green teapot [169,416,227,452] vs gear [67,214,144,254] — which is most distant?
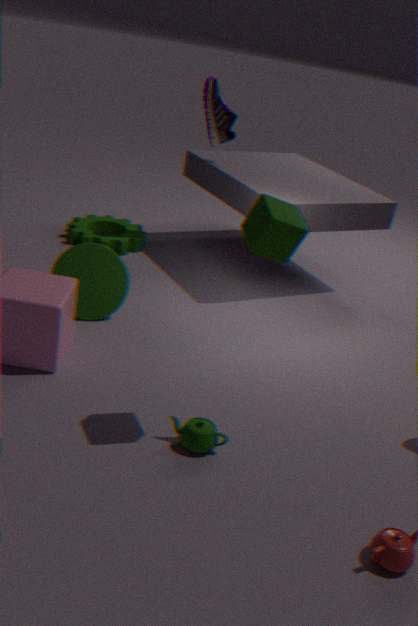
gear [67,214,144,254]
